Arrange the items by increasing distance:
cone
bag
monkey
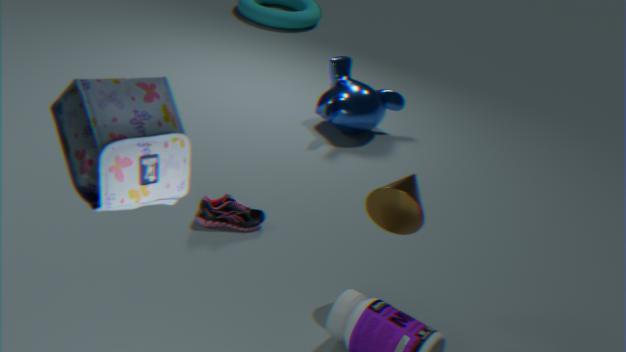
bag < cone < monkey
